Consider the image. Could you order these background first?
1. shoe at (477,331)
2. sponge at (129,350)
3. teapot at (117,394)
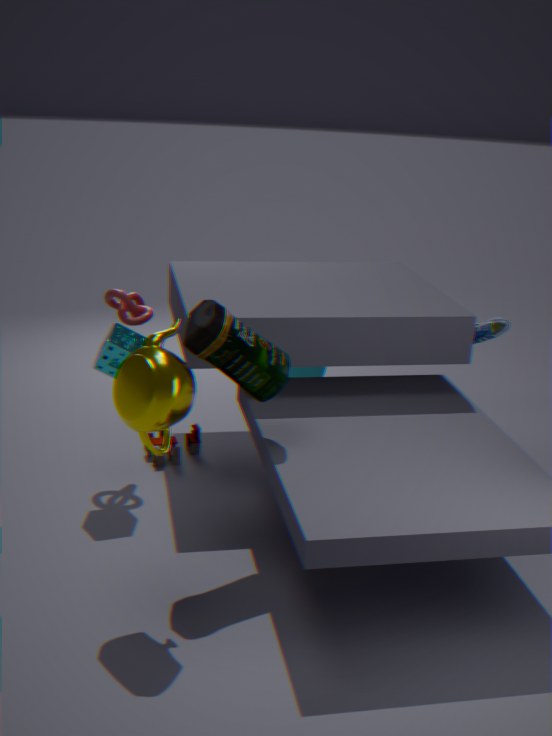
shoe at (477,331) → sponge at (129,350) → teapot at (117,394)
